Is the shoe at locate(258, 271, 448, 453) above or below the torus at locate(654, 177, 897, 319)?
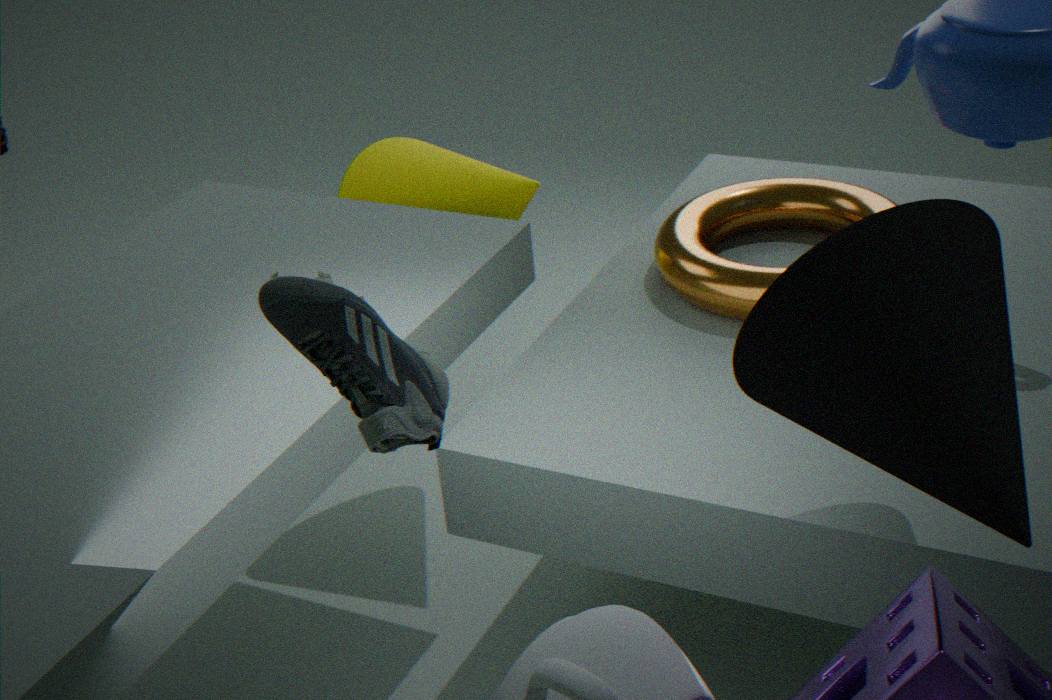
above
